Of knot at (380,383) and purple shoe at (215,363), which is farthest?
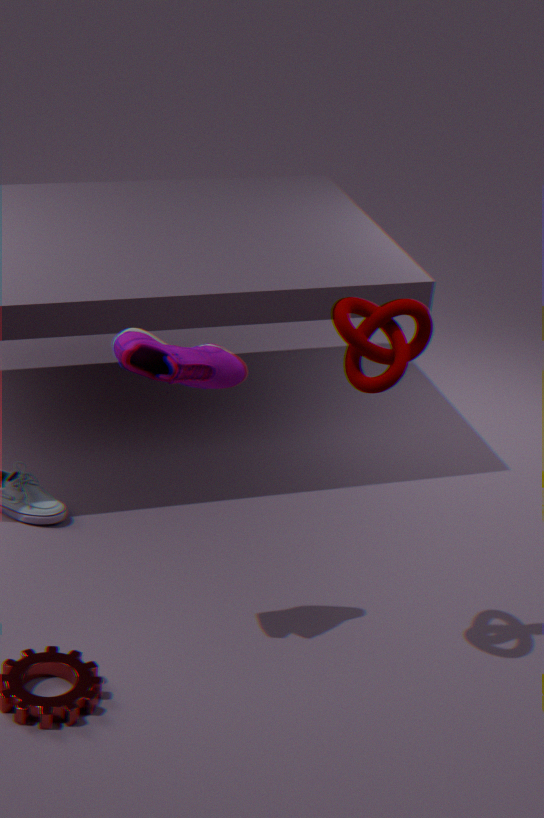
purple shoe at (215,363)
